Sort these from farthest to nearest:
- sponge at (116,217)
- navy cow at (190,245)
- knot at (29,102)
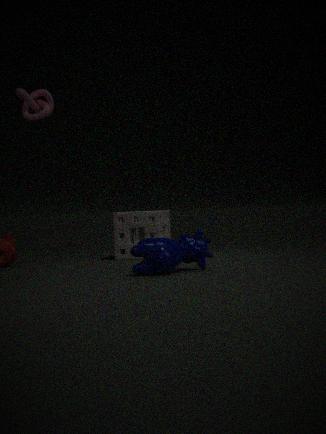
sponge at (116,217), knot at (29,102), navy cow at (190,245)
